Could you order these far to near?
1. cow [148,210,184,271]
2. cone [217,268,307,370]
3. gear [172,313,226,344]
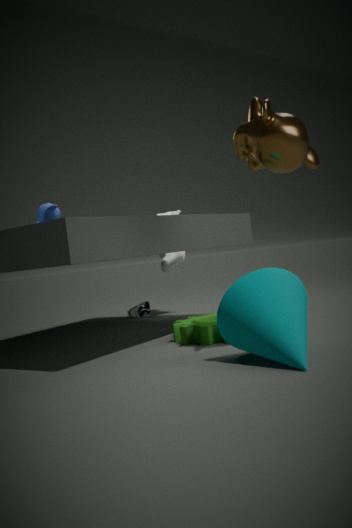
cow [148,210,184,271]
gear [172,313,226,344]
cone [217,268,307,370]
